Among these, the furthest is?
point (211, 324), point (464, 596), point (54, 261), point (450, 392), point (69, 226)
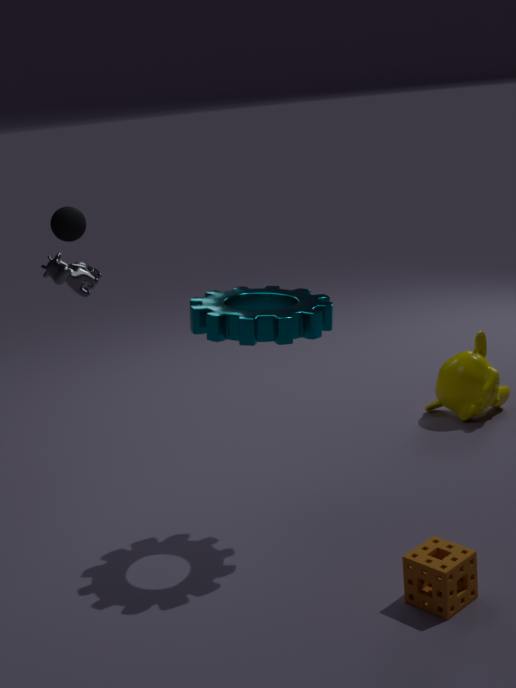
point (69, 226)
